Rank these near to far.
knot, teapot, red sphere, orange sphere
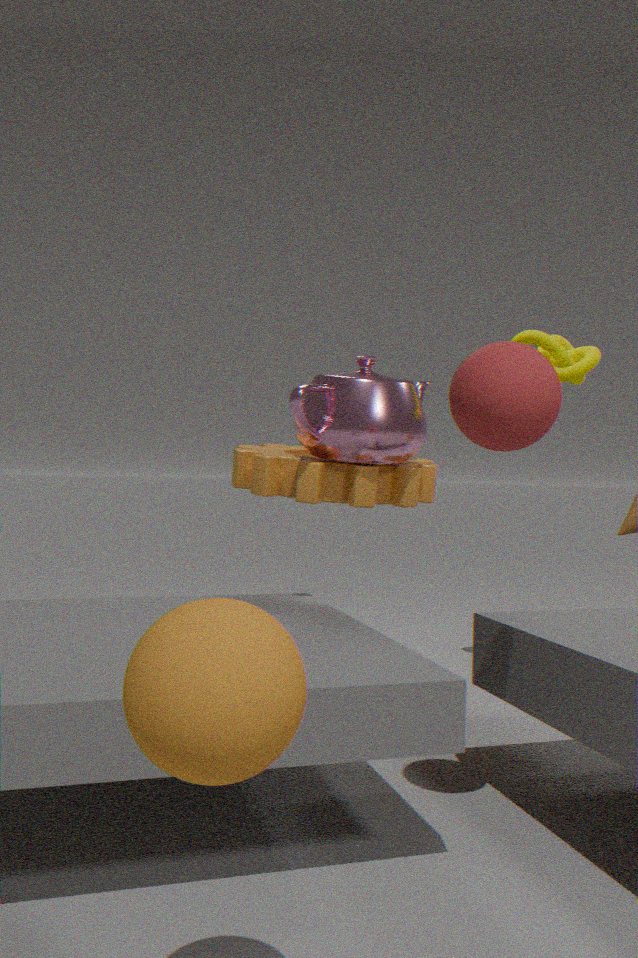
orange sphere → red sphere → teapot → knot
